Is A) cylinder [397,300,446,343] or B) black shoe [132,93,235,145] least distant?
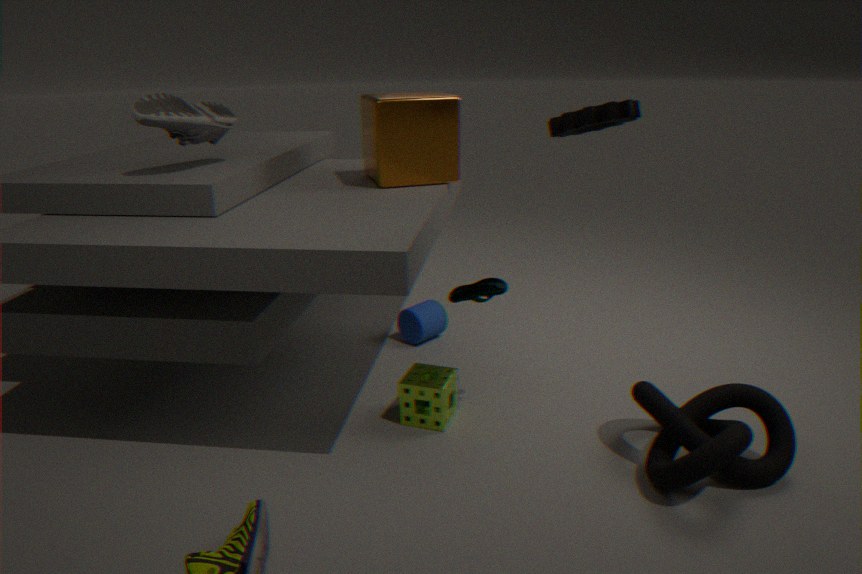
B. black shoe [132,93,235,145]
